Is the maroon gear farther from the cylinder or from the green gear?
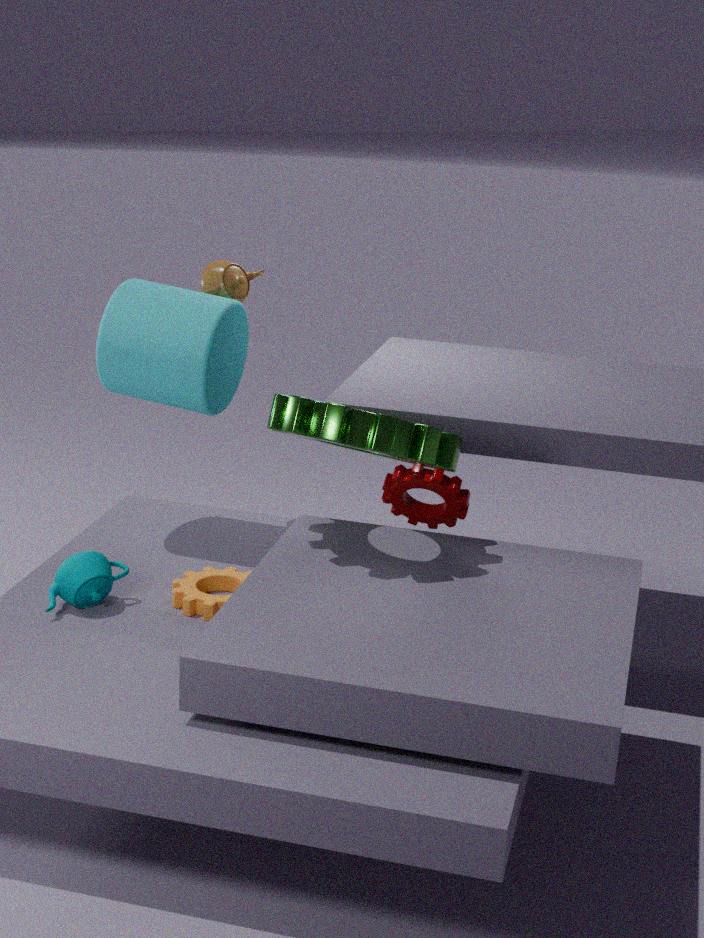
the cylinder
